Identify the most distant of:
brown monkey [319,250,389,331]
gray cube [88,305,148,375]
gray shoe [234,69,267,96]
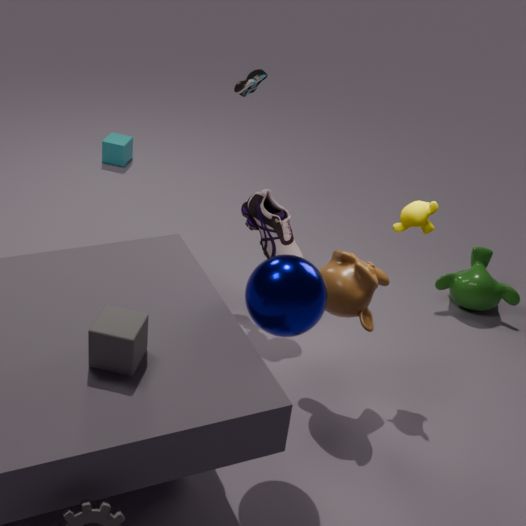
gray shoe [234,69,267,96]
